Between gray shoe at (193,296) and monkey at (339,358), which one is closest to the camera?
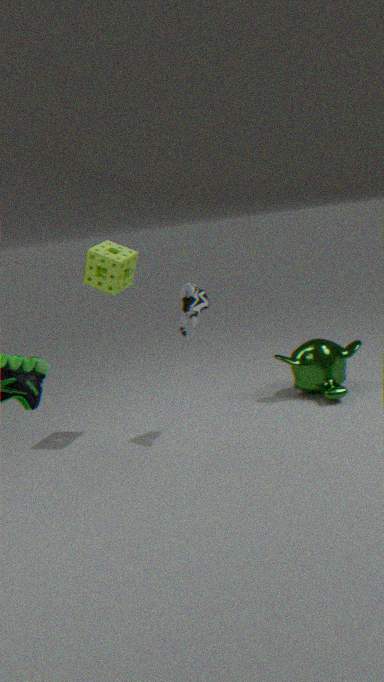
gray shoe at (193,296)
